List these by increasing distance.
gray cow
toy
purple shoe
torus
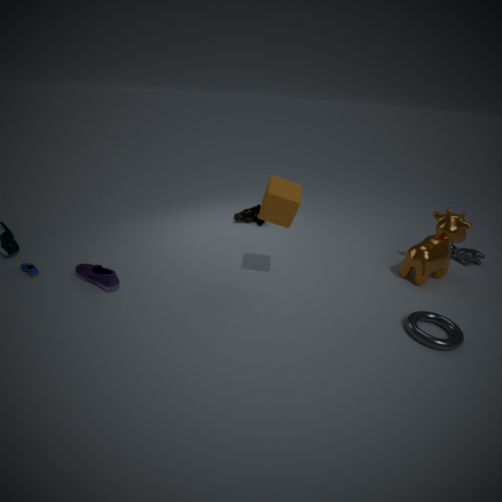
torus < purple shoe < gray cow < toy
